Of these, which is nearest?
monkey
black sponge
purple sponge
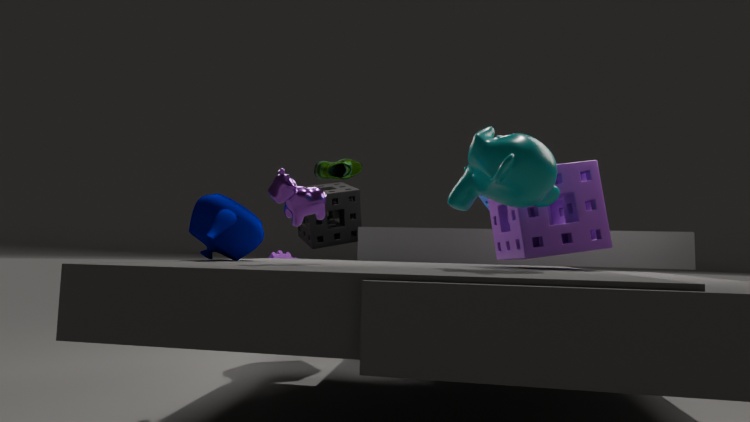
monkey
